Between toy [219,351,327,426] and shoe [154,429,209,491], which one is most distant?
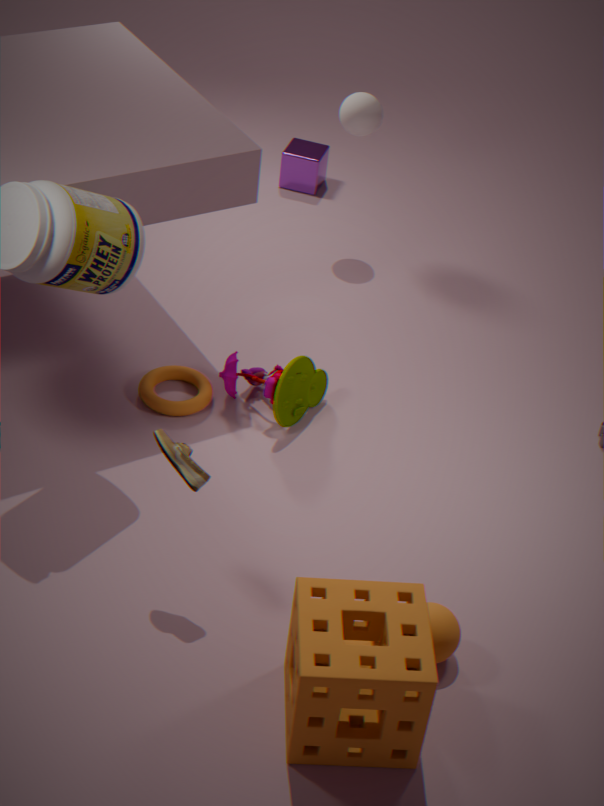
toy [219,351,327,426]
